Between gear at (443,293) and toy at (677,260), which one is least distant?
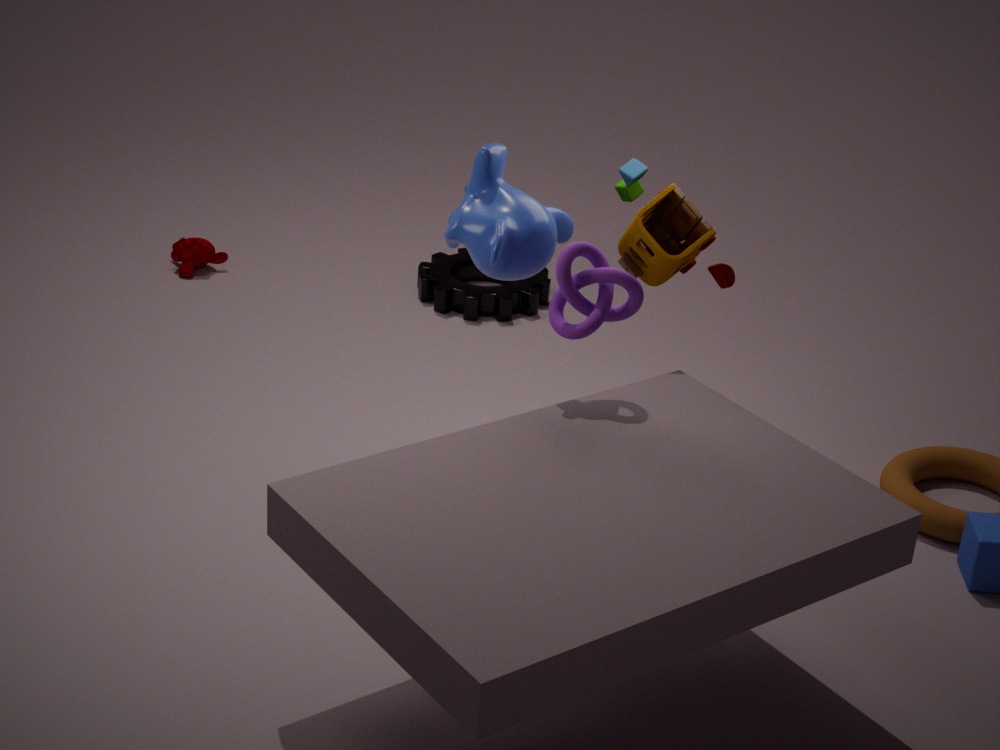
toy at (677,260)
